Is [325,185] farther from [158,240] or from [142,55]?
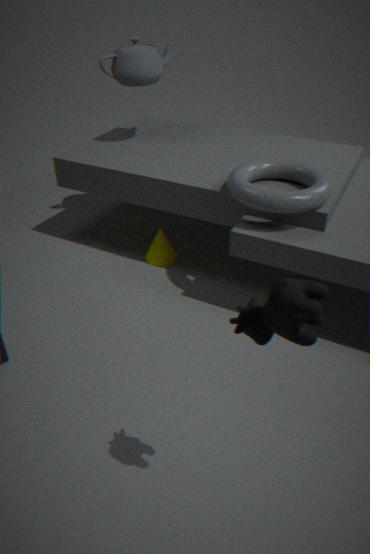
[142,55]
